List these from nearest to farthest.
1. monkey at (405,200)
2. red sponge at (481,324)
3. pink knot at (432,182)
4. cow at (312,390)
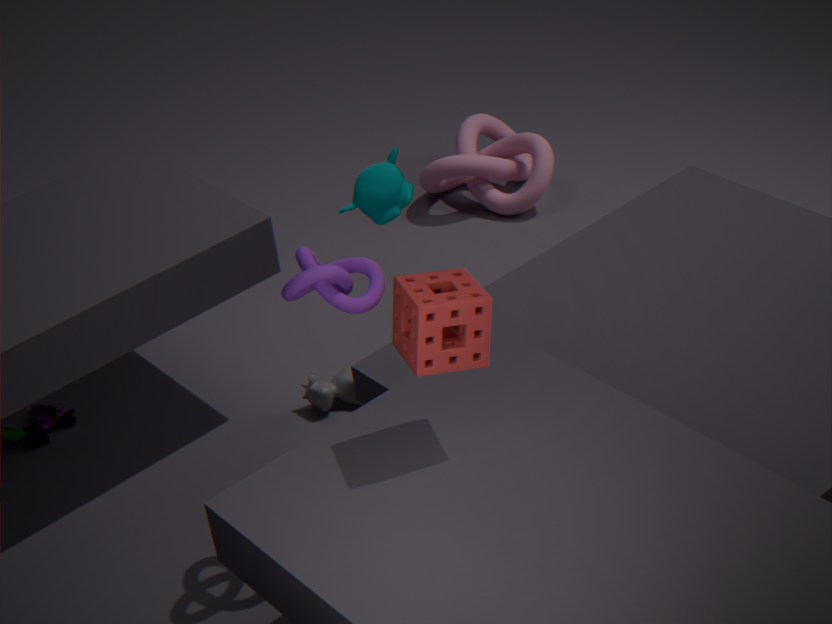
red sponge at (481,324) → monkey at (405,200) → cow at (312,390) → pink knot at (432,182)
